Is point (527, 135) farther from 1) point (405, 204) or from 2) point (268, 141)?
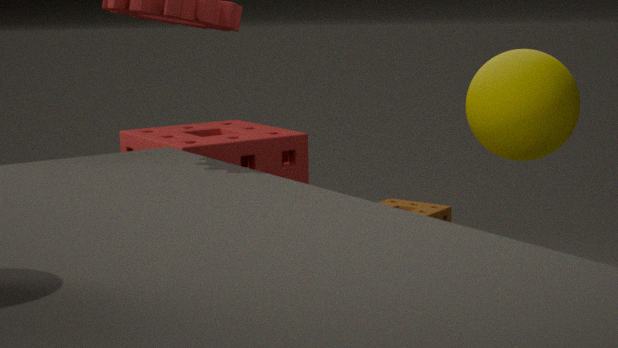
2) point (268, 141)
